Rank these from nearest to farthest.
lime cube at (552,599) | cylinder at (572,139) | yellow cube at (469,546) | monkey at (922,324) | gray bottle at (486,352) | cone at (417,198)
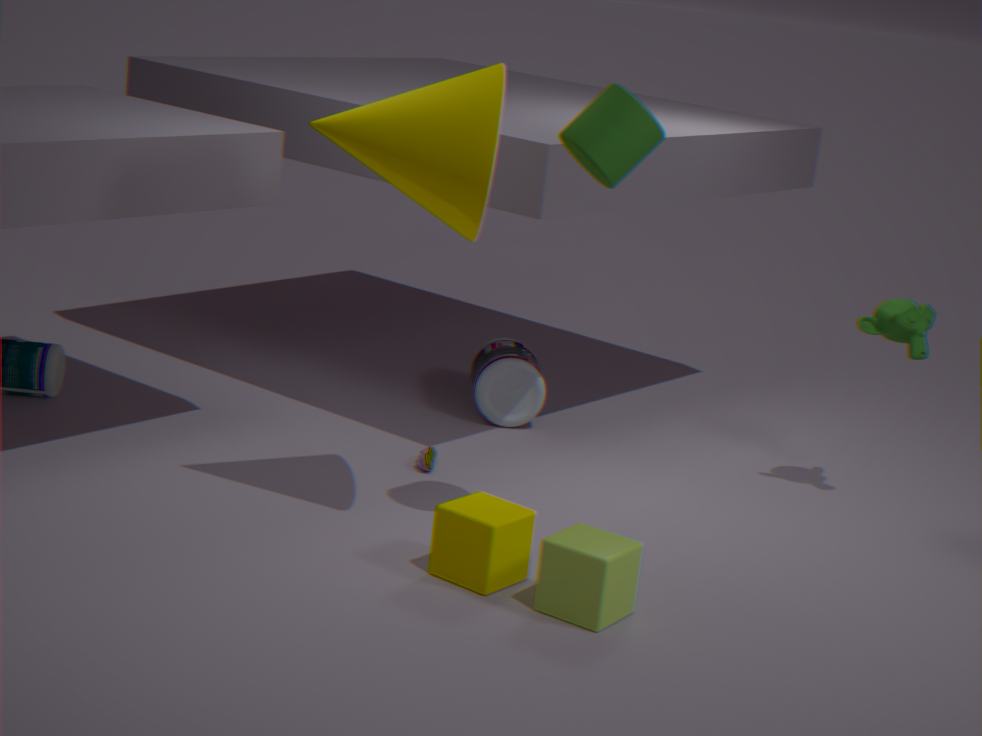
1. lime cube at (552,599)
2. cone at (417,198)
3. cylinder at (572,139)
4. yellow cube at (469,546)
5. monkey at (922,324)
6. gray bottle at (486,352)
